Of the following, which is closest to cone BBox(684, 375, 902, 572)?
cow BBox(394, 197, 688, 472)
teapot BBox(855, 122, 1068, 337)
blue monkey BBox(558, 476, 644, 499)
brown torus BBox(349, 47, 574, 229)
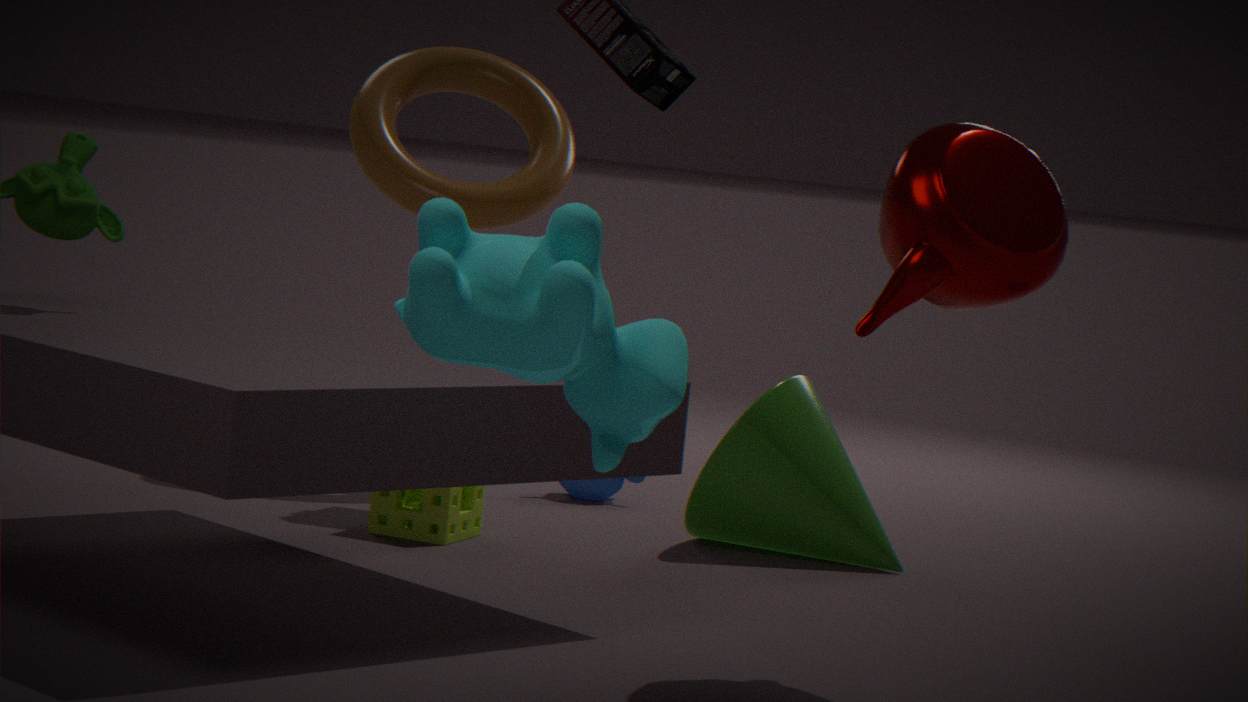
blue monkey BBox(558, 476, 644, 499)
